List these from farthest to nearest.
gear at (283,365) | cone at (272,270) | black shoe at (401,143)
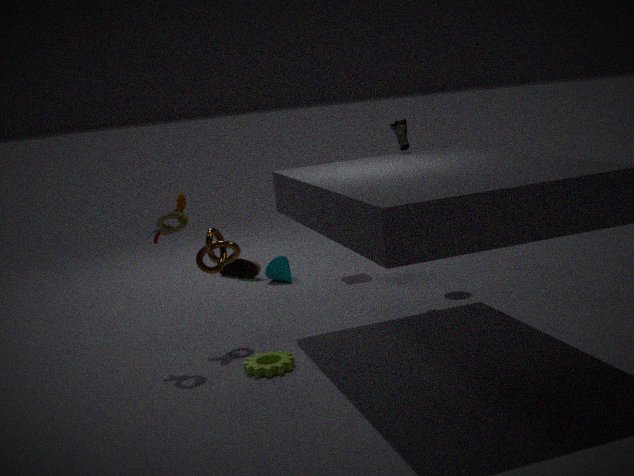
cone at (272,270) < black shoe at (401,143) < gear at (283,365)
